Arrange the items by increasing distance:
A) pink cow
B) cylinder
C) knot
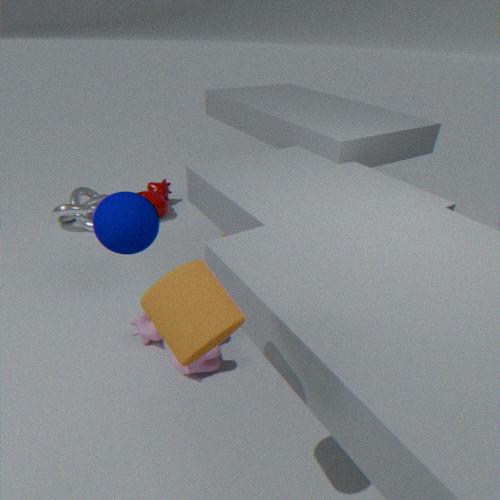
cylinder → pink cow → knot
